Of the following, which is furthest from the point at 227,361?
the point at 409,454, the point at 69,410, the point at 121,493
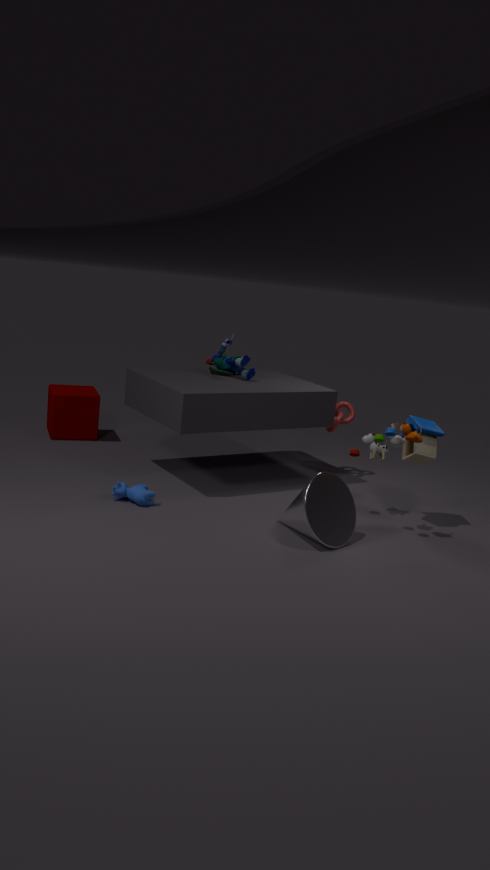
the point at 409,454
